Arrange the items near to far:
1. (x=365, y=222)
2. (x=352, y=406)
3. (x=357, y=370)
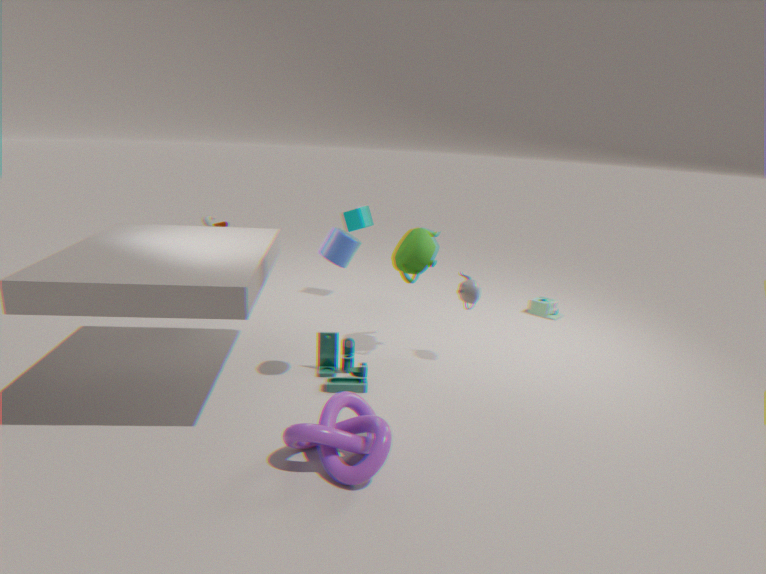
(x=352, y=406), (x=357, y=370), (x=365, y=222)
